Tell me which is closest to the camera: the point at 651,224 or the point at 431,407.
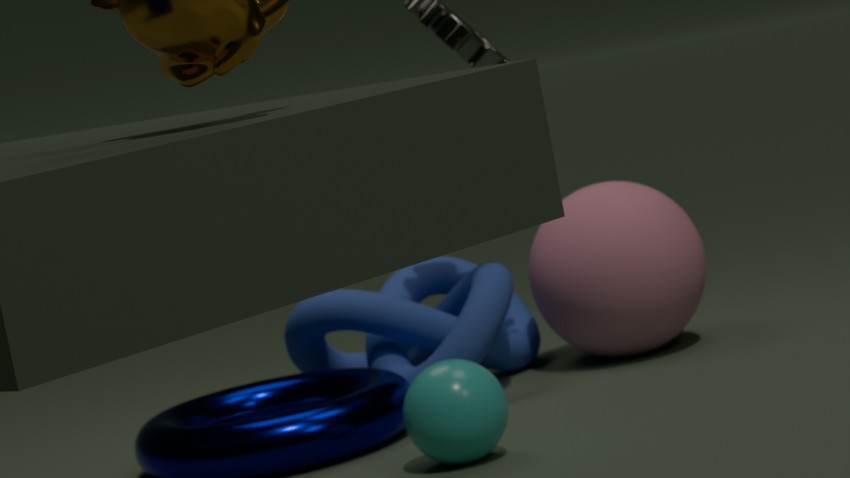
the point at 431,407
